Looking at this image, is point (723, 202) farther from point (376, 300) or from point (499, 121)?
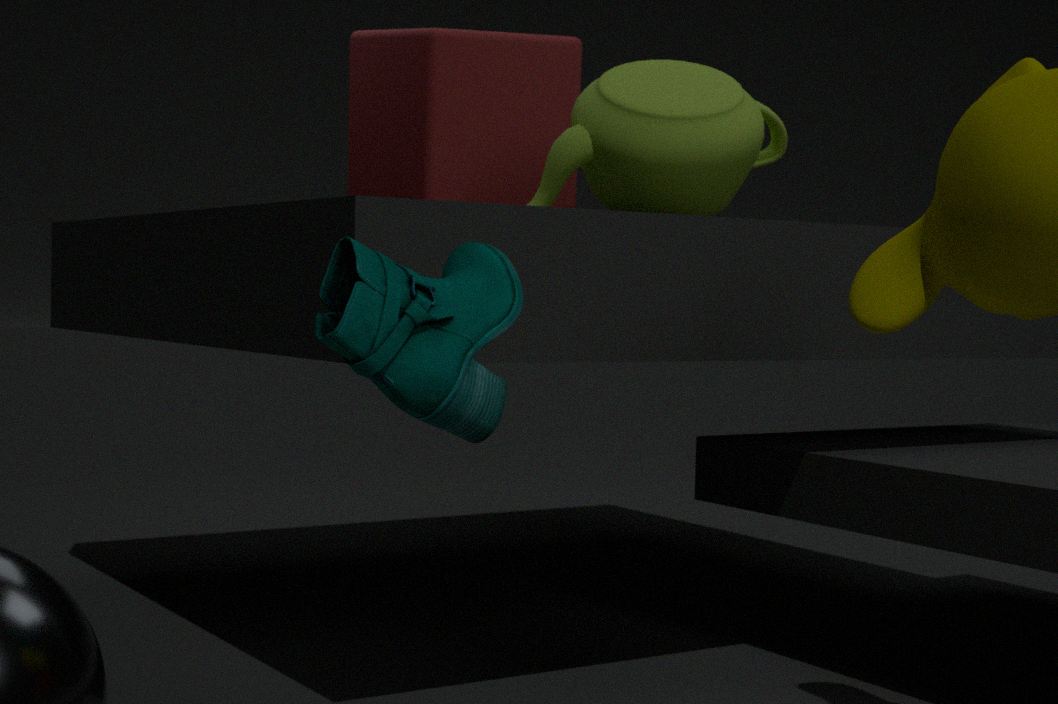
point (376, 300)
